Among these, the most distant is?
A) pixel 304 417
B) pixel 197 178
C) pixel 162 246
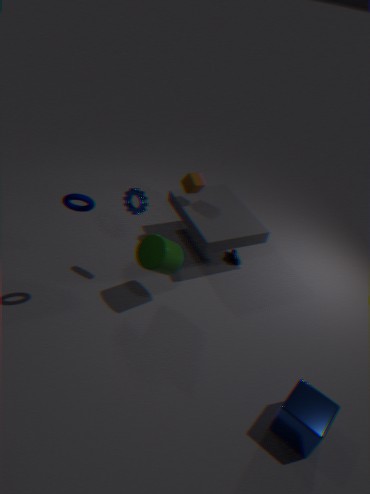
pixel 197 178
